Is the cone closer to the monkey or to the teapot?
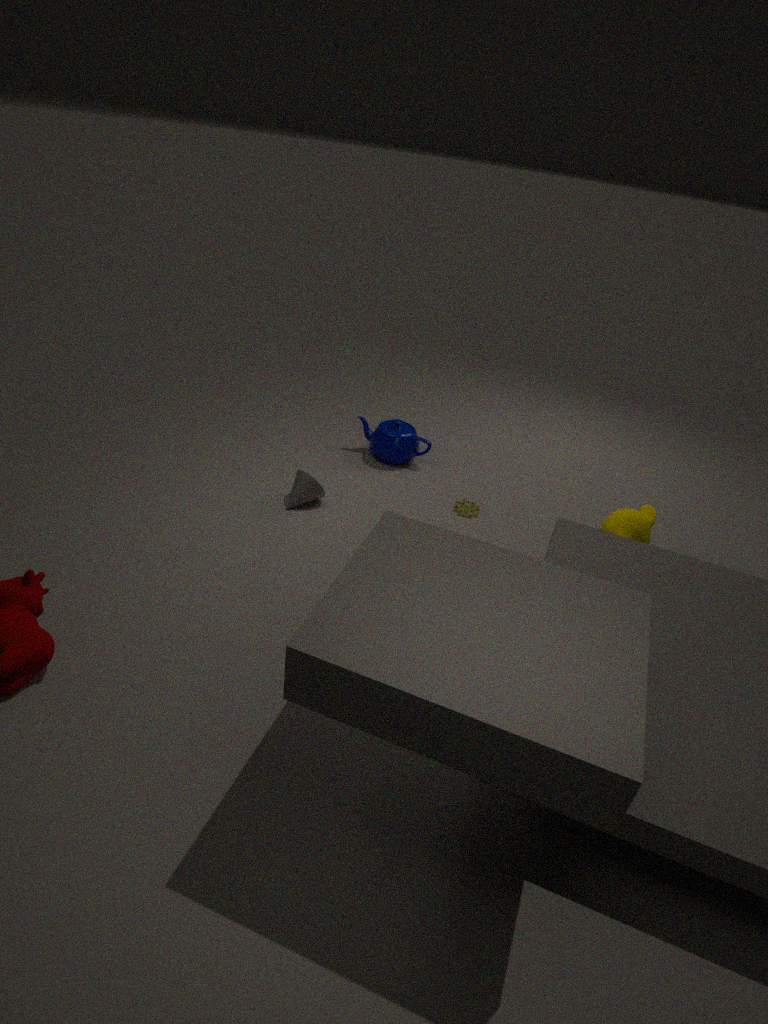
the teapot
